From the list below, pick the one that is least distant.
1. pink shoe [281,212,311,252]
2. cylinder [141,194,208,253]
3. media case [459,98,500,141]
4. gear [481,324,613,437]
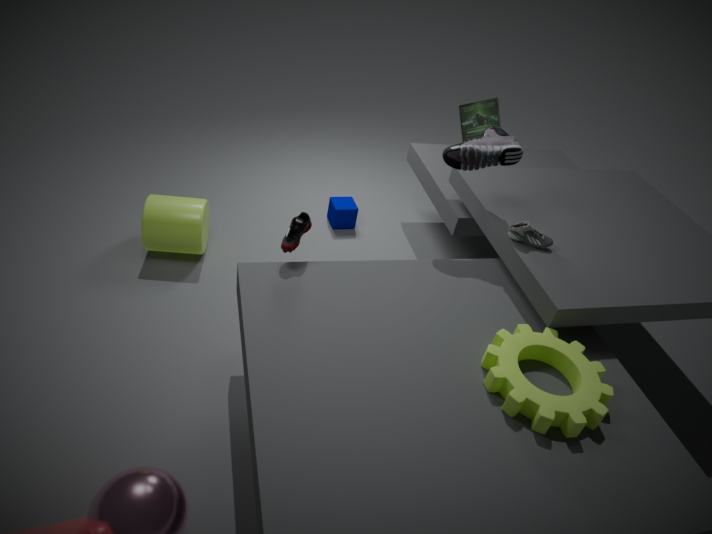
gear [481,324,613,437]
